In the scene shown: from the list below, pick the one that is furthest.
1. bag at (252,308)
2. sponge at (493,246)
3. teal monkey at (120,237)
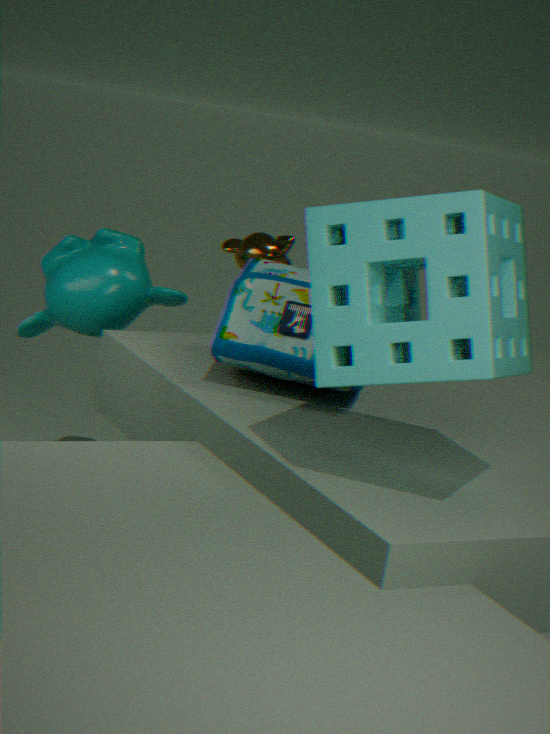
teal monkey at (120,237)
